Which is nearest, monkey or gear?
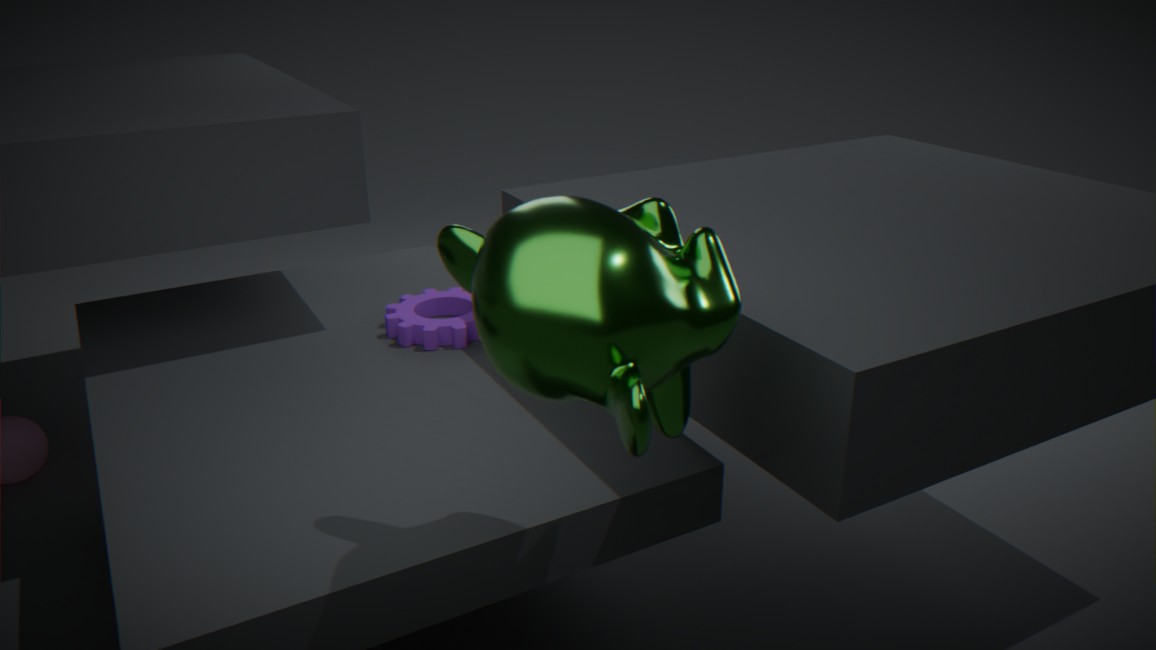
monkey
